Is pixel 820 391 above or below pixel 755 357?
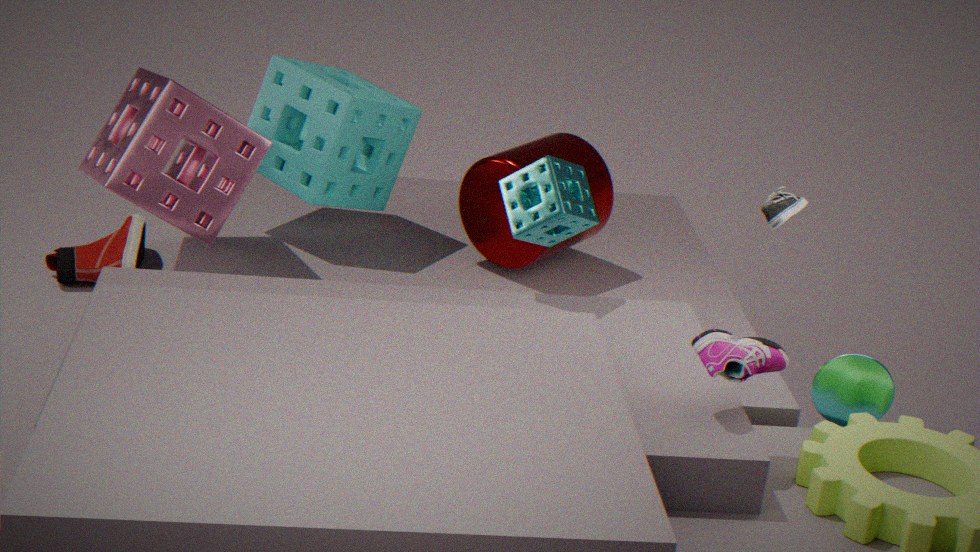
below
